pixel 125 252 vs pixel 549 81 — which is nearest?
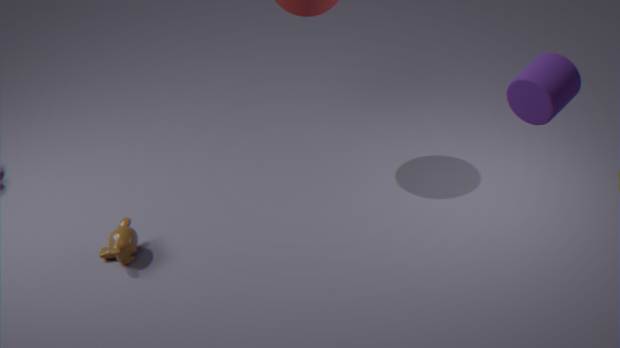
pixel 549 81
